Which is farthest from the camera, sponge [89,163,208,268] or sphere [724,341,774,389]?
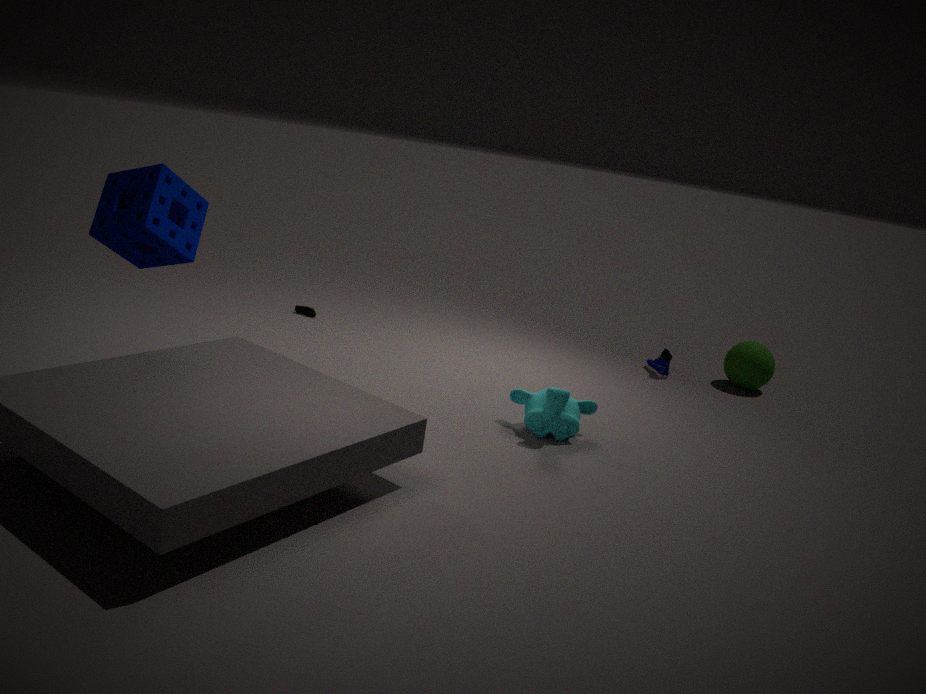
sphere [724,341,774,389]
